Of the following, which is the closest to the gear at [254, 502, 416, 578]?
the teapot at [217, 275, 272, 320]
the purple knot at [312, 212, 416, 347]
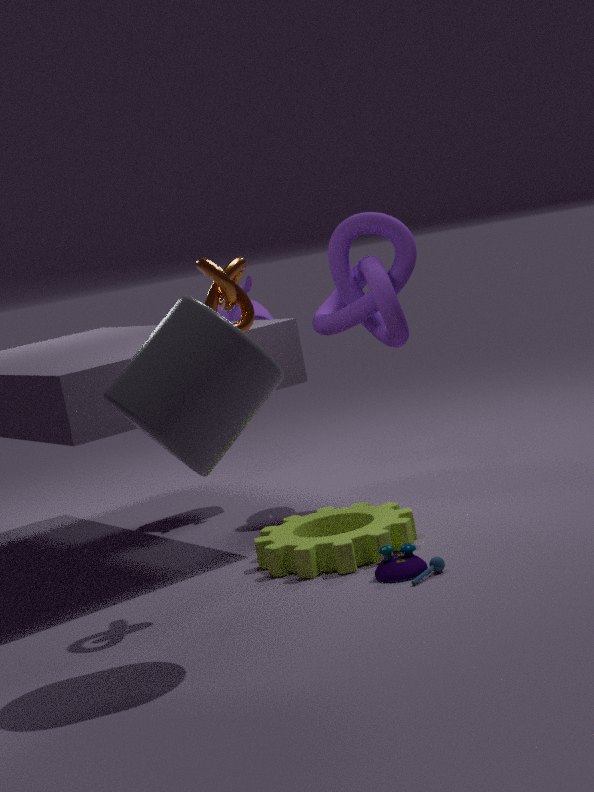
the purple knot at [312, 212, 416, 347]
